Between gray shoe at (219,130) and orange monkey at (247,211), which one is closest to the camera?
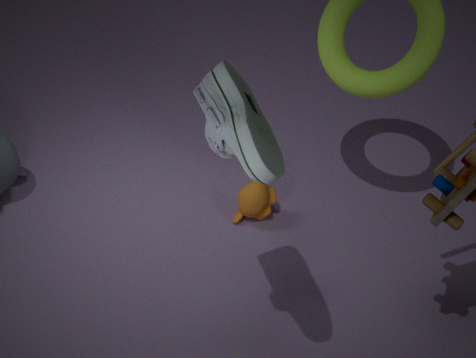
gray shoe at (219,130)
